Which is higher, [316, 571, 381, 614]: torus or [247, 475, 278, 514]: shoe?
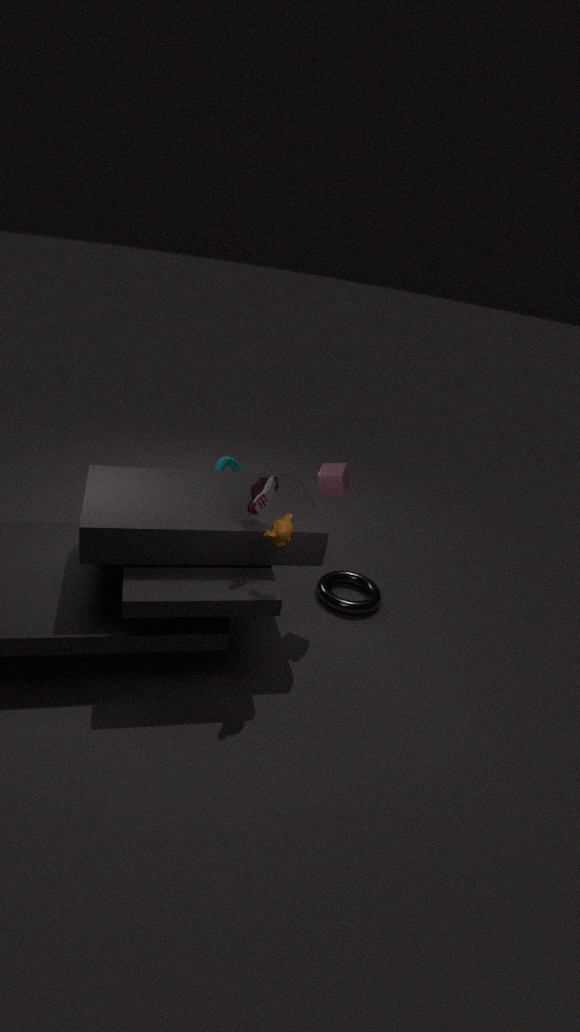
[247, 475, 278, 514]: shoe
